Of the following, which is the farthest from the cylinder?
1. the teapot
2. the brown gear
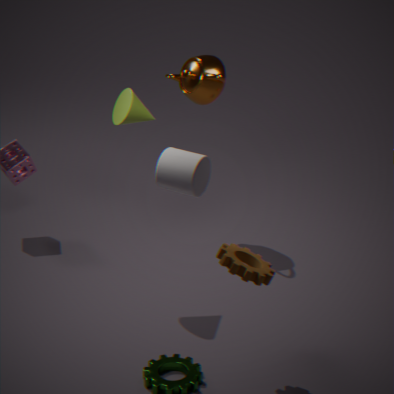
the teapot
